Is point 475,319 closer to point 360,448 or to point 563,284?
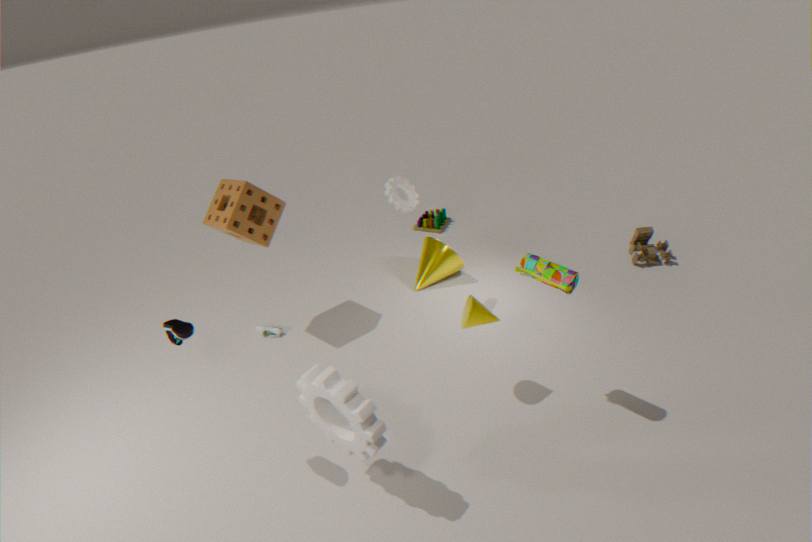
point 563,284
